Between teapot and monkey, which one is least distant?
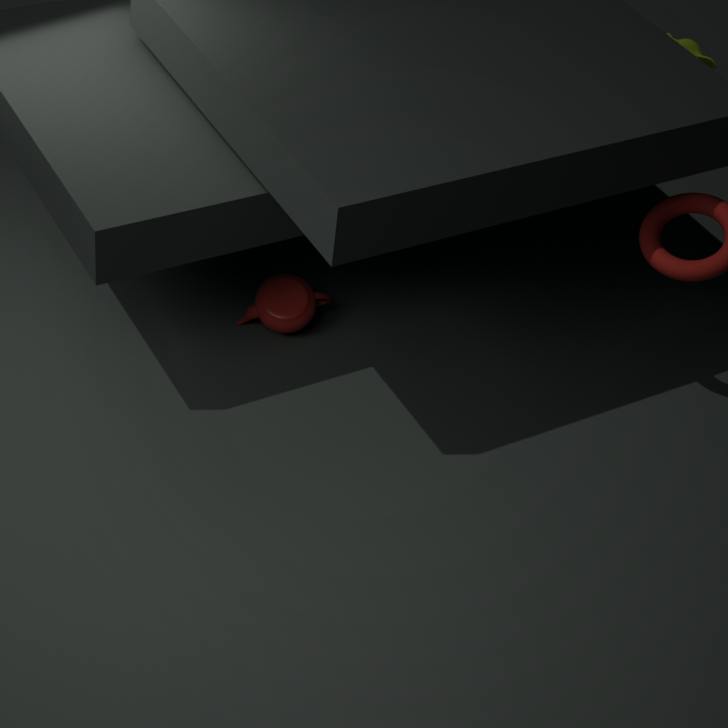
teapot
